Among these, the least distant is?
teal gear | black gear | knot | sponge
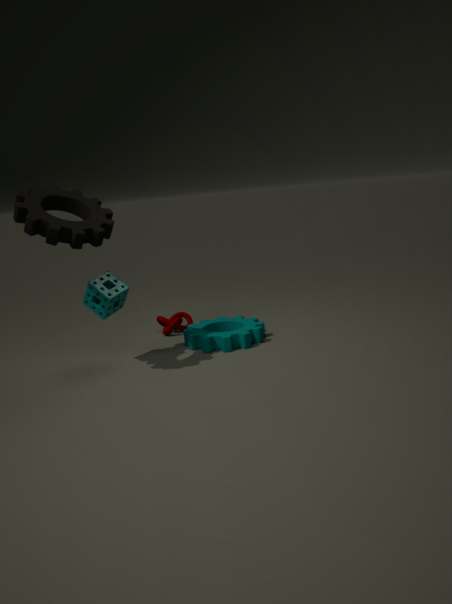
black gear
